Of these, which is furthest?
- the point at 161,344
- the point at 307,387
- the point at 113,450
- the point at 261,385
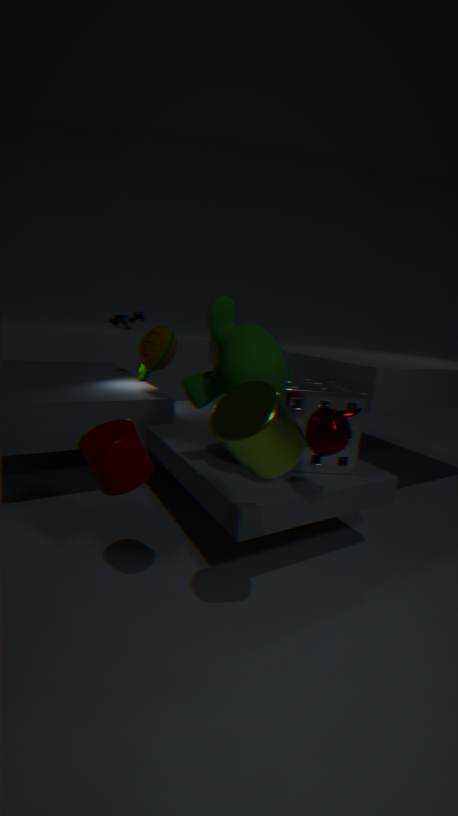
the point at 161,344
